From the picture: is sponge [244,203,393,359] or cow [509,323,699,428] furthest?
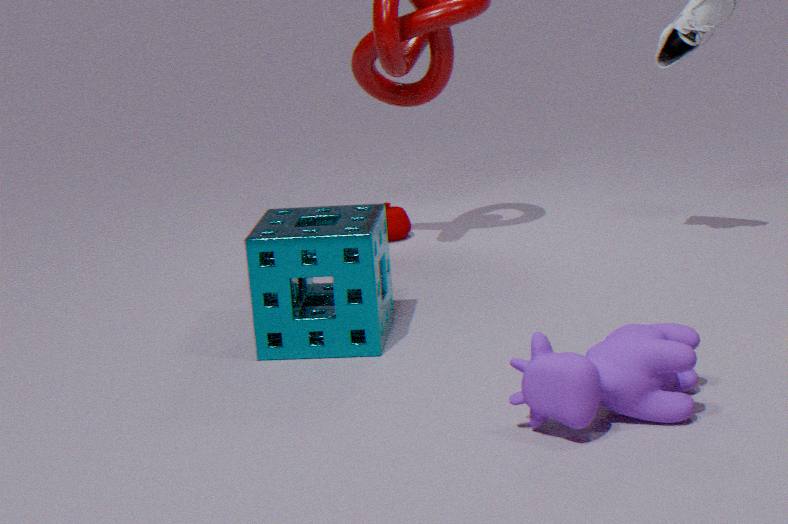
sponge [244,203,393,359]
